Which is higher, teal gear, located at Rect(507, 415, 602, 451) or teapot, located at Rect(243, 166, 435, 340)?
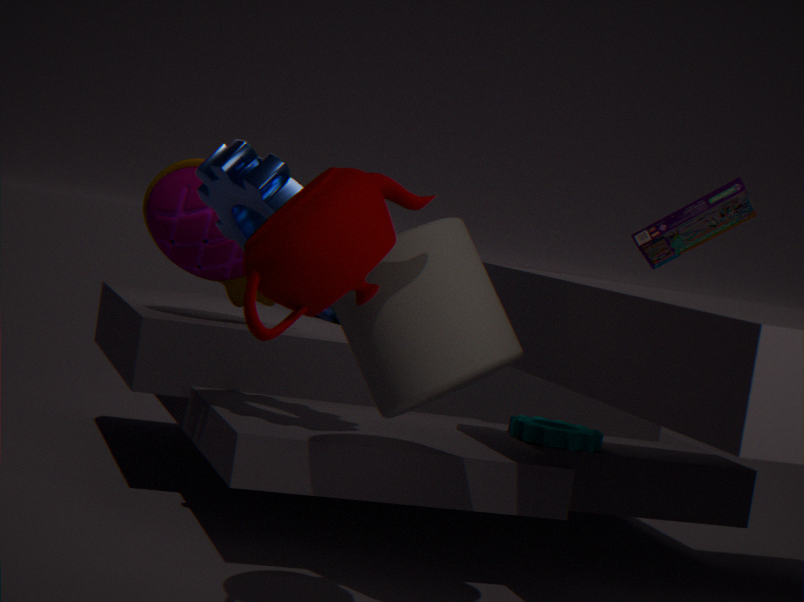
teapot, located at Rect(243, 166, 435, 340)
